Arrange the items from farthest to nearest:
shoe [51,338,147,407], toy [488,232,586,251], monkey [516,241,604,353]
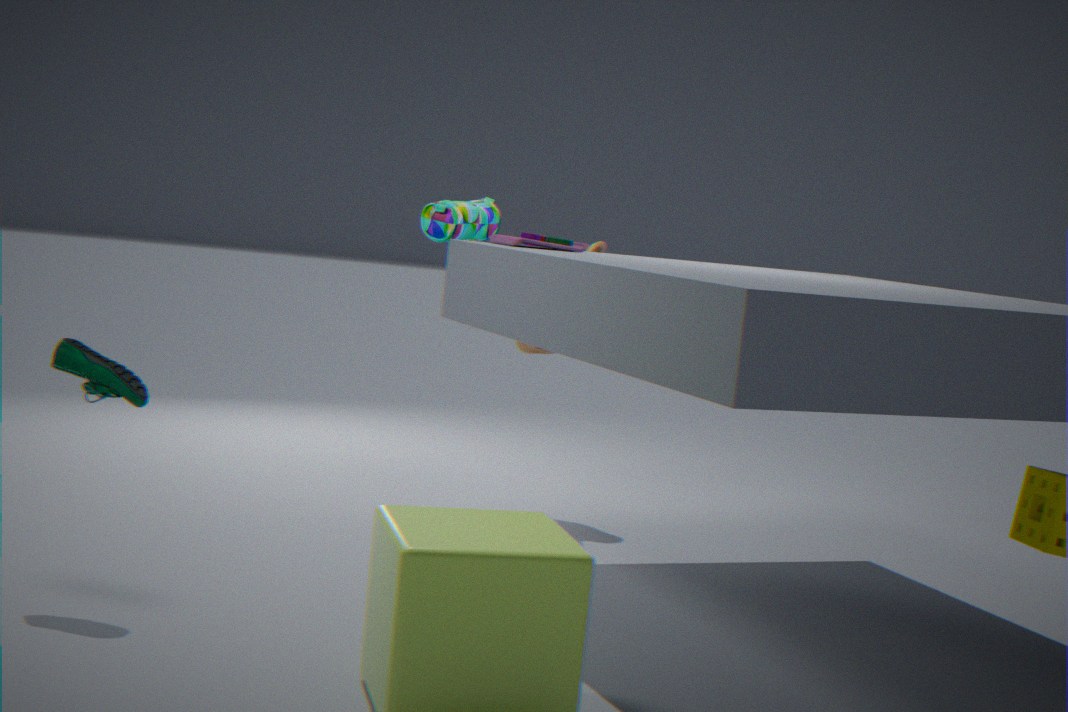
A: monkey [516,241,604,353]
toy [488,232,586,251]
shoe [51,338,147,407]
